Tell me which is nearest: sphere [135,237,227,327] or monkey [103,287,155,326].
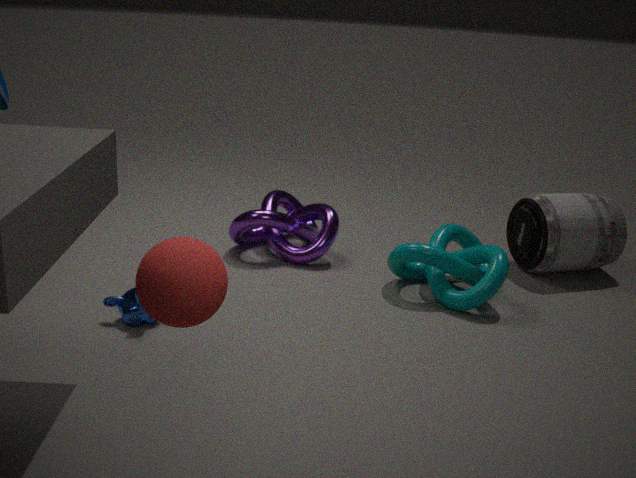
sphere [135,237,227,327]
